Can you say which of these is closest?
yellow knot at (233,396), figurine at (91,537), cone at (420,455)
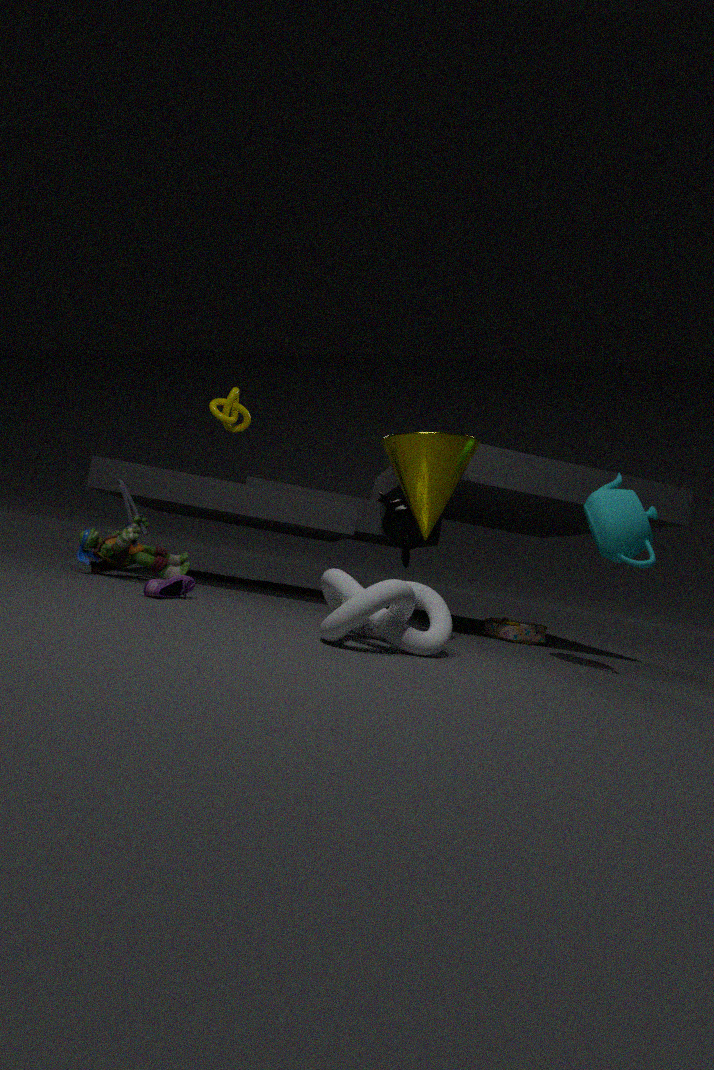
cone at (420,455)
